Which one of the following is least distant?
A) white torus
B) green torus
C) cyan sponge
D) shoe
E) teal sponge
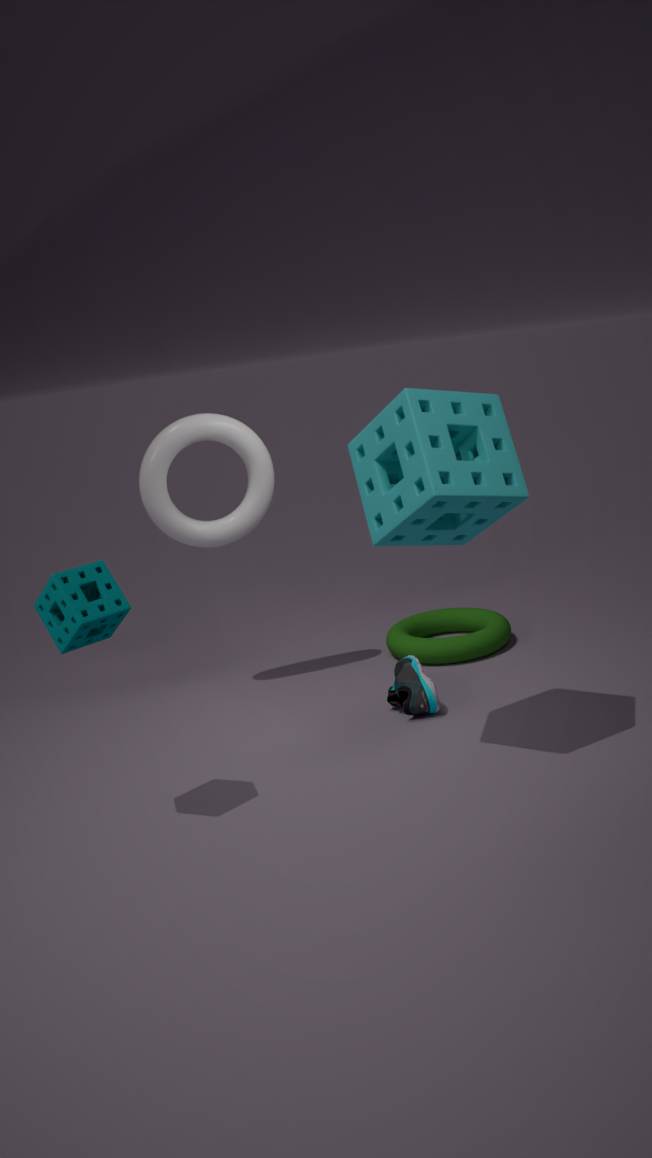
teal sponge
